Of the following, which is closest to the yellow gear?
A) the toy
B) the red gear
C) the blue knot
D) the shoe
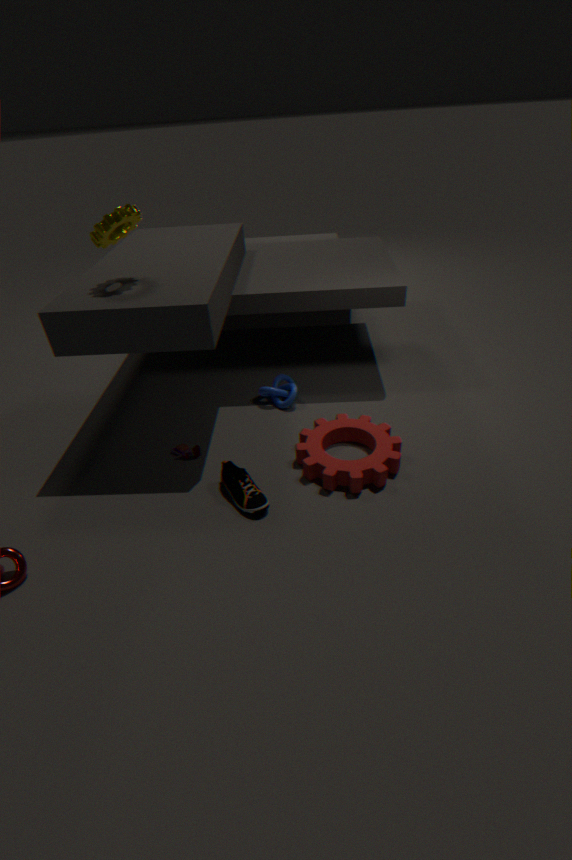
the toy
